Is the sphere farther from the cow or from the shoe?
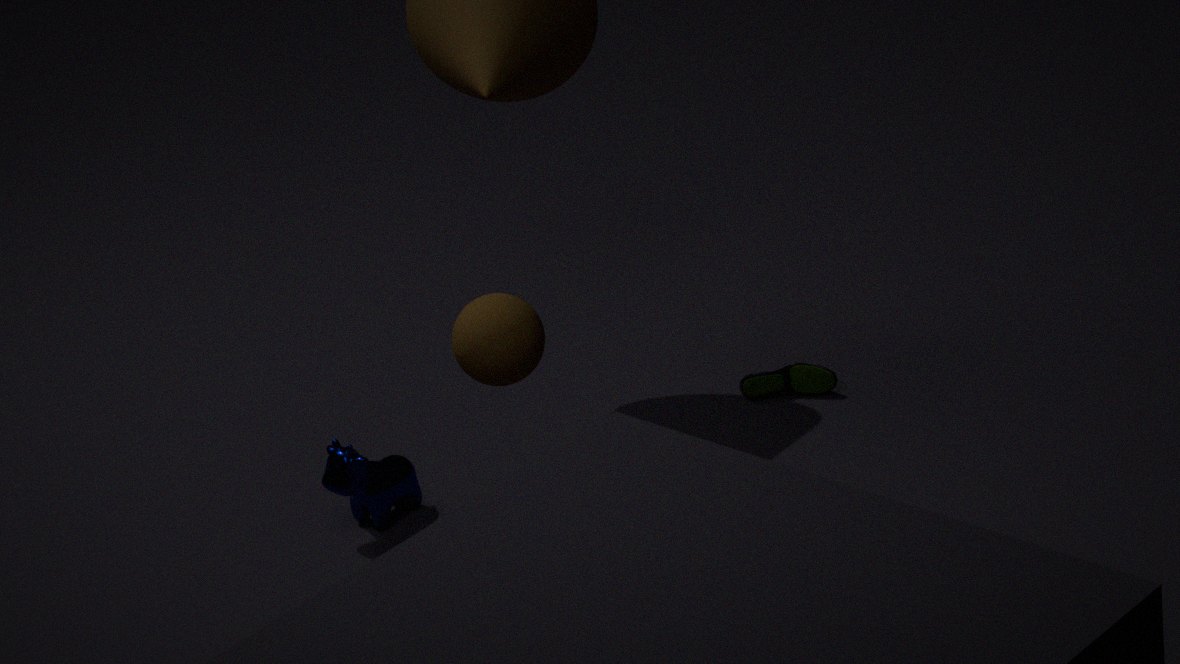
the shoe
